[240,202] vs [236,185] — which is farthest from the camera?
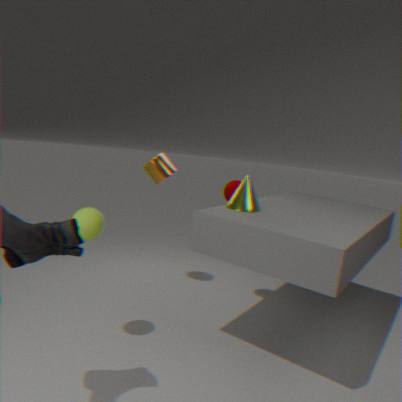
[236,185]
